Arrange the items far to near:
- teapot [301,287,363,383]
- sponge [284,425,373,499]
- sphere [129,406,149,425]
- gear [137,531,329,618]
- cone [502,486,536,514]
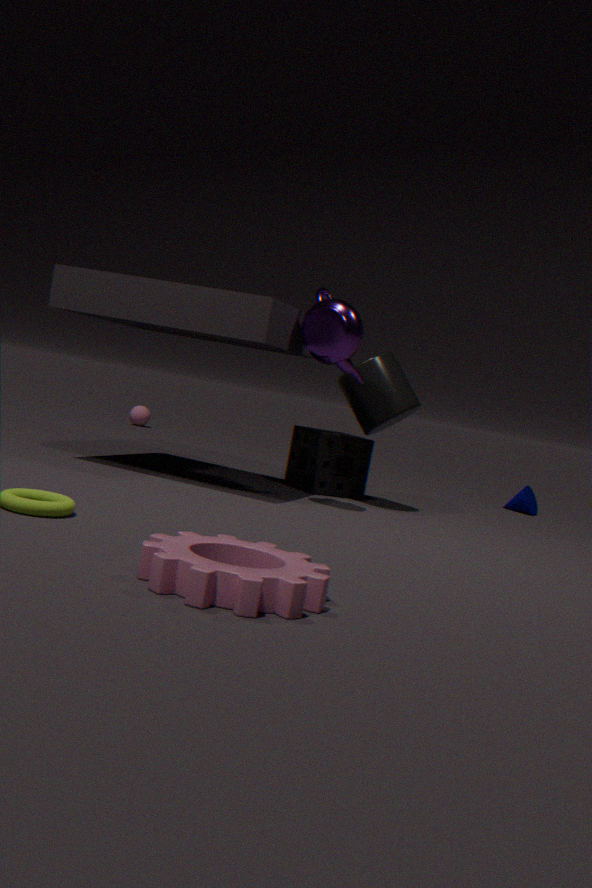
sphere [129,406,149,425], cone [502,486,536,514], sponge [284,425,373,499], teapot [301,287,363,383], gear [137,531,329,618]
